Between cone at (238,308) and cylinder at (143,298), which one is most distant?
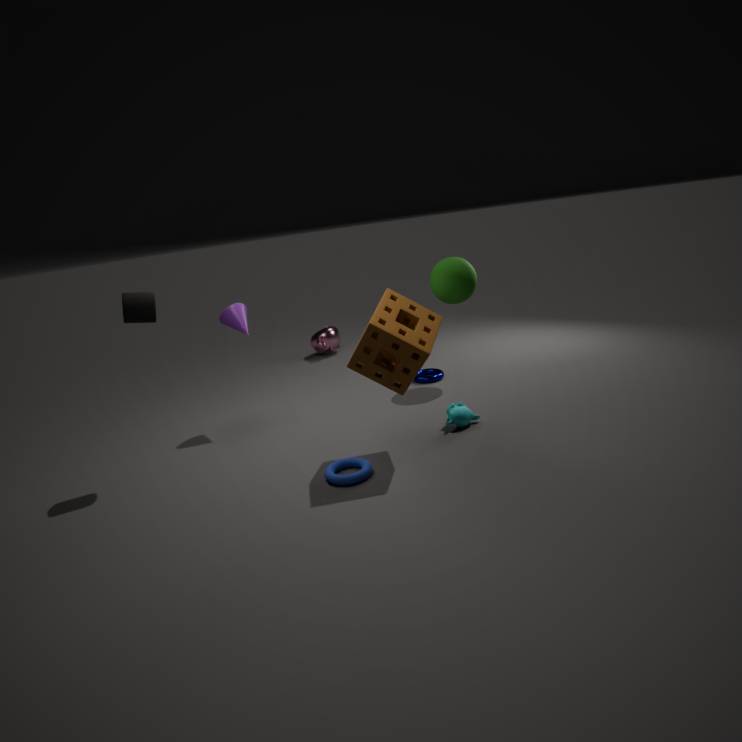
cone at (238,308)
